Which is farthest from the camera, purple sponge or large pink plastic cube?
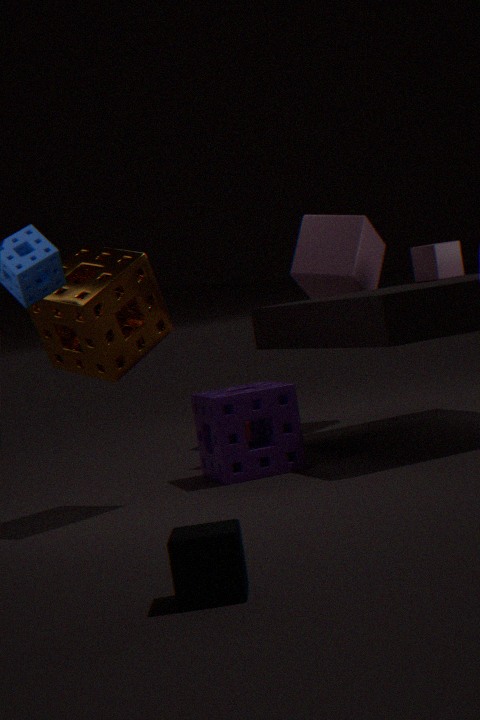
large pink plastic cube
